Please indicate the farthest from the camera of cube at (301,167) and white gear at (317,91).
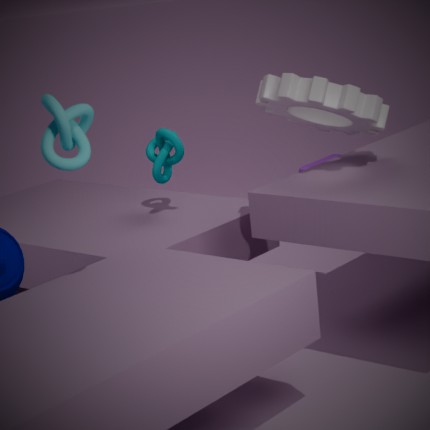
cube at (301,167)
